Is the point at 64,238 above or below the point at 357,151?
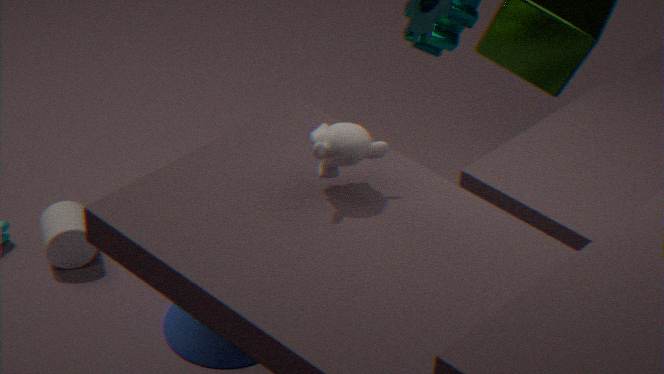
below
